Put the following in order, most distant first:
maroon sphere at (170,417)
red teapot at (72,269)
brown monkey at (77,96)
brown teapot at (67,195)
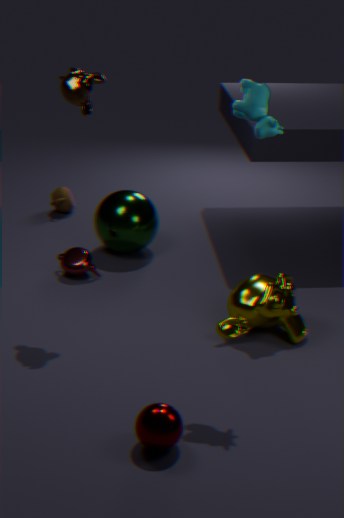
brown teapot at (67,195) → red teapot at (72,269) → brown monkey at (77,96) → maroon sphere at (170,417)
